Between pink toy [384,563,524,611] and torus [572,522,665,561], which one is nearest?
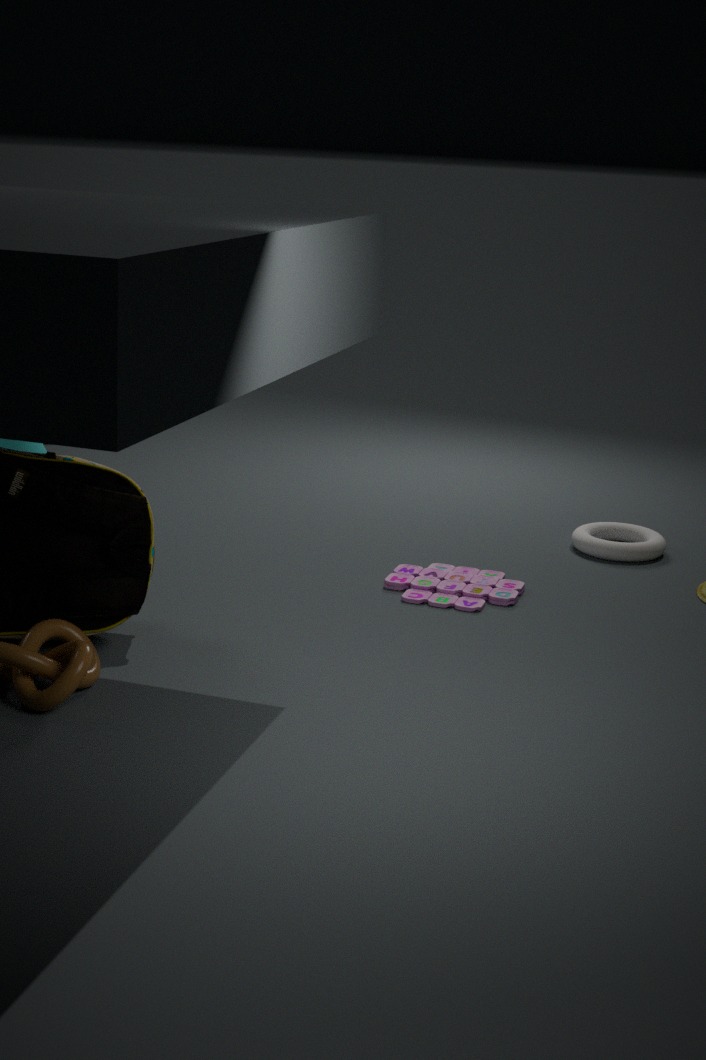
pink toy [384,563,524,611]
